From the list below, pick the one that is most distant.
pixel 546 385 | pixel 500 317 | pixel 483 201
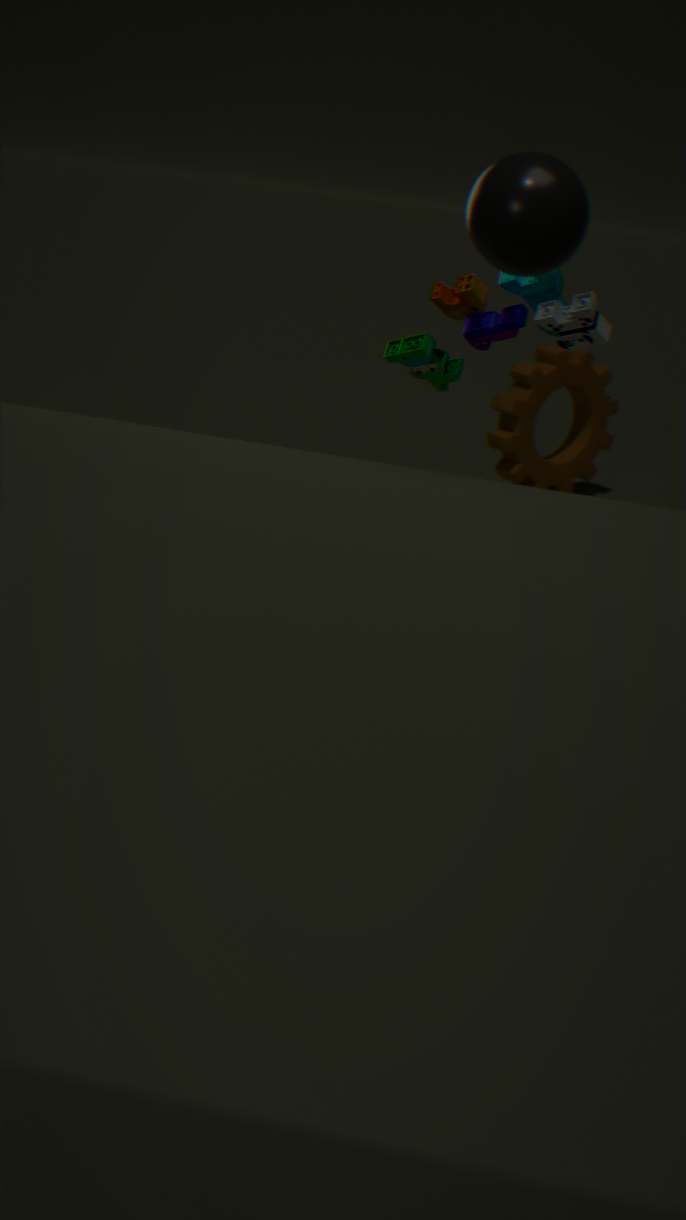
pixel 546 385
